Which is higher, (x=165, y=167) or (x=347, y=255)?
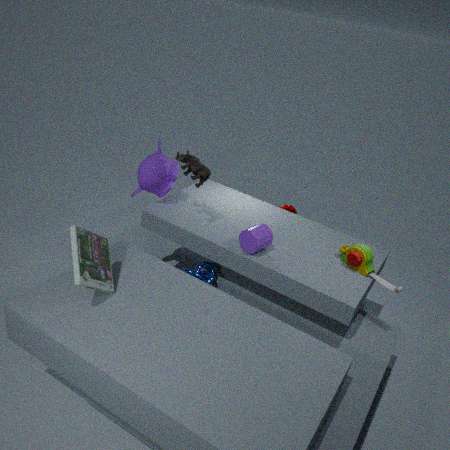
(x=165, y=167)
